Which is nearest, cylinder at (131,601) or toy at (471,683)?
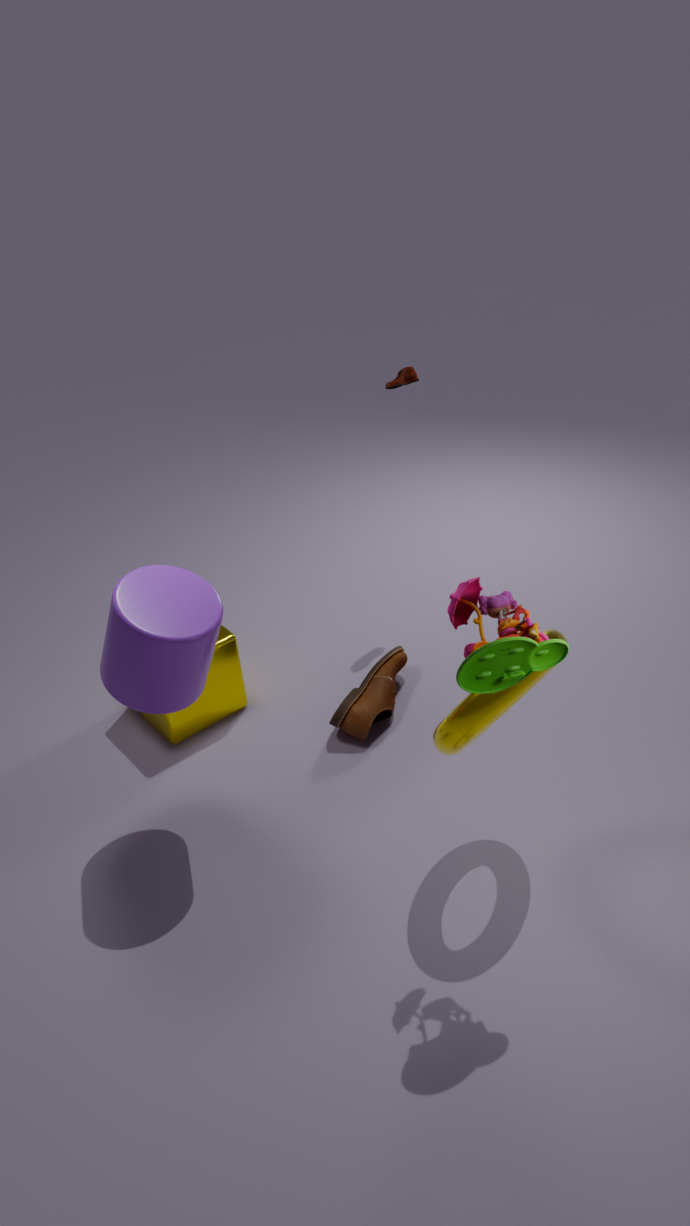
toy at (471,683)
